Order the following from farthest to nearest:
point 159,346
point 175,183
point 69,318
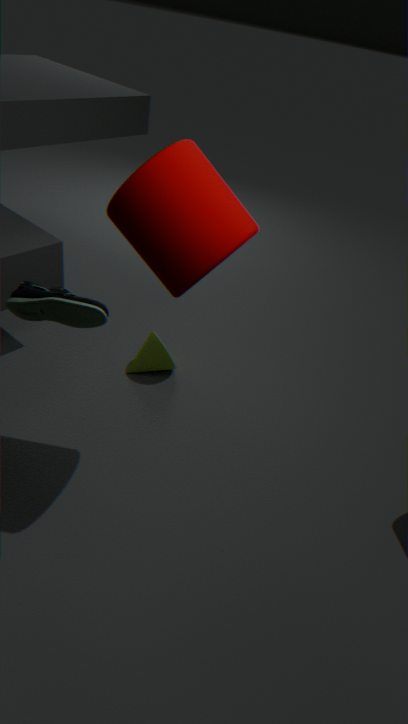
point 159,346
point 69,318
point 175,183
